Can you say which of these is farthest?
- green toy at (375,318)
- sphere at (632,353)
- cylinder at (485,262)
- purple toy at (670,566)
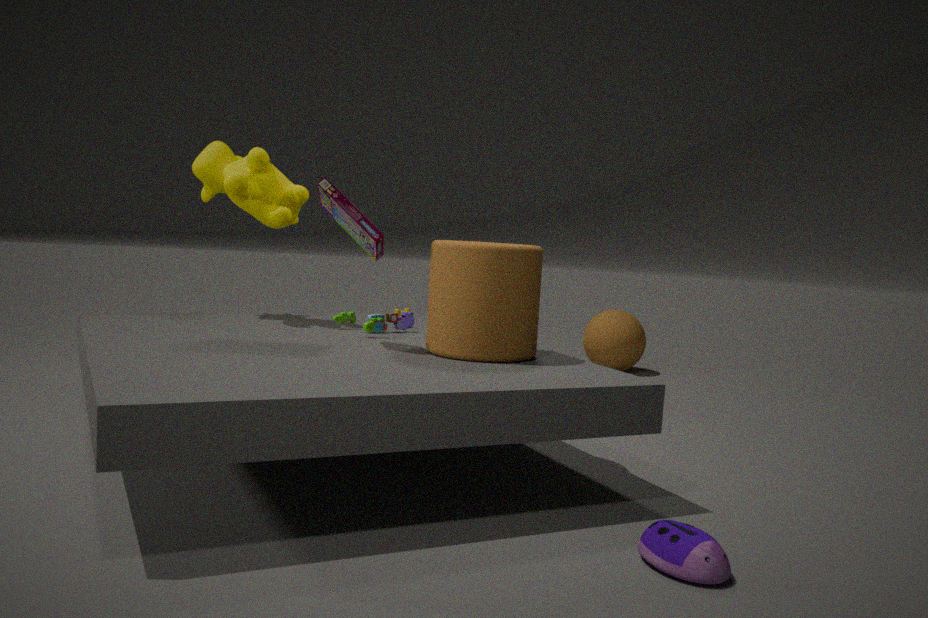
sphere at (632,353)
